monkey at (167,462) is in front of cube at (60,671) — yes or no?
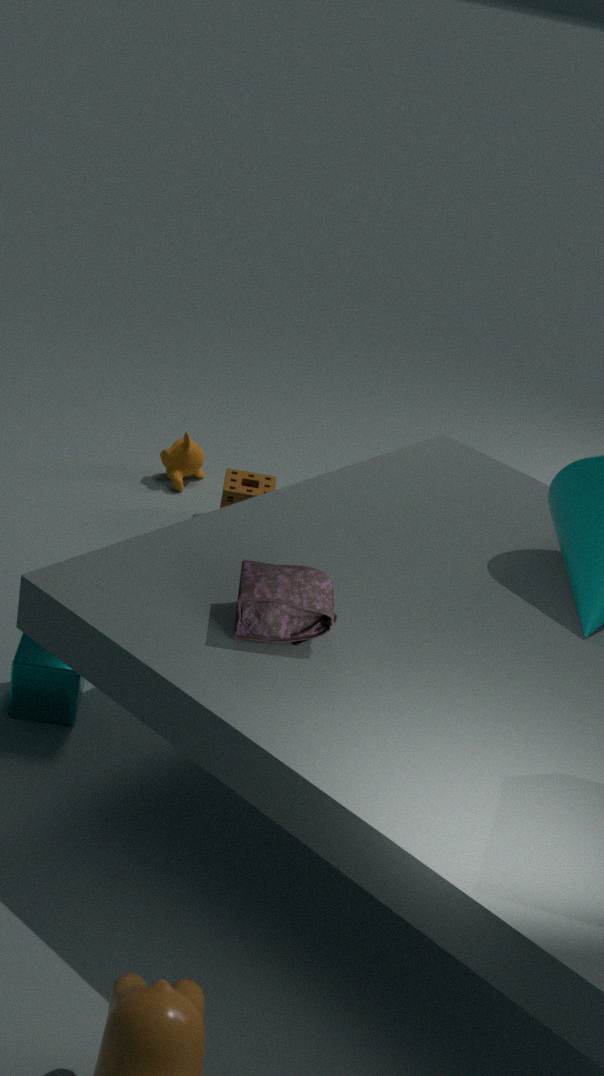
No
